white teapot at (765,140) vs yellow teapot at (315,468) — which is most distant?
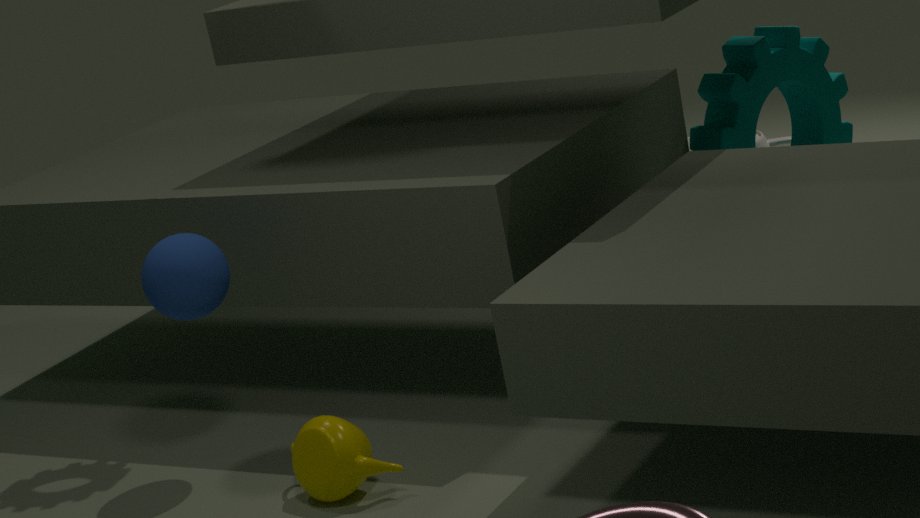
white teapot at (765,140)
